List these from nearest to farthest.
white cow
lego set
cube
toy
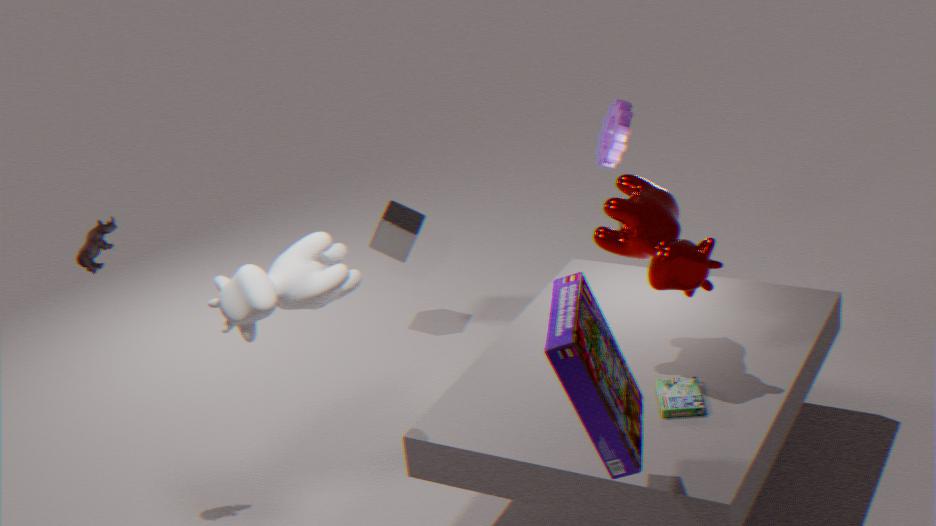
lego set < white cow < toy < cube
